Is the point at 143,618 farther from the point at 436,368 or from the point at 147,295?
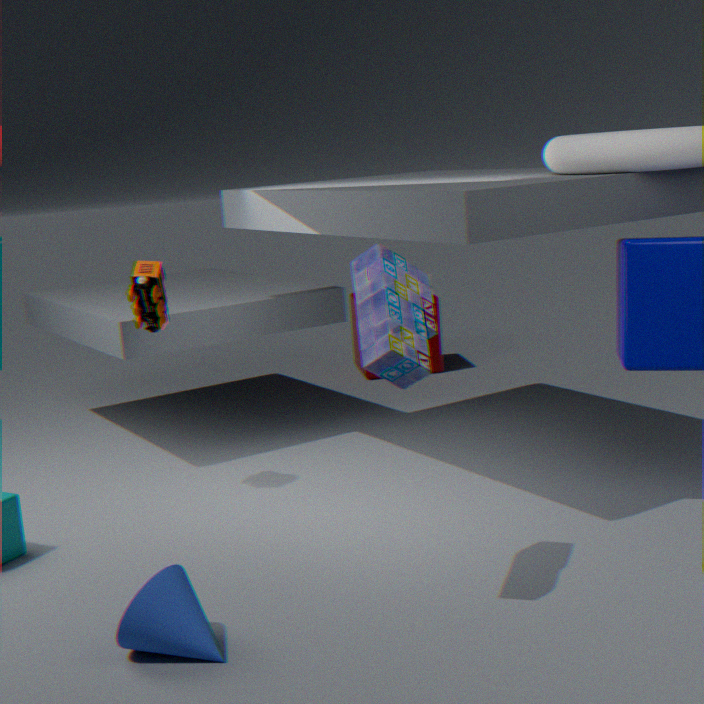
the point at 436,368
